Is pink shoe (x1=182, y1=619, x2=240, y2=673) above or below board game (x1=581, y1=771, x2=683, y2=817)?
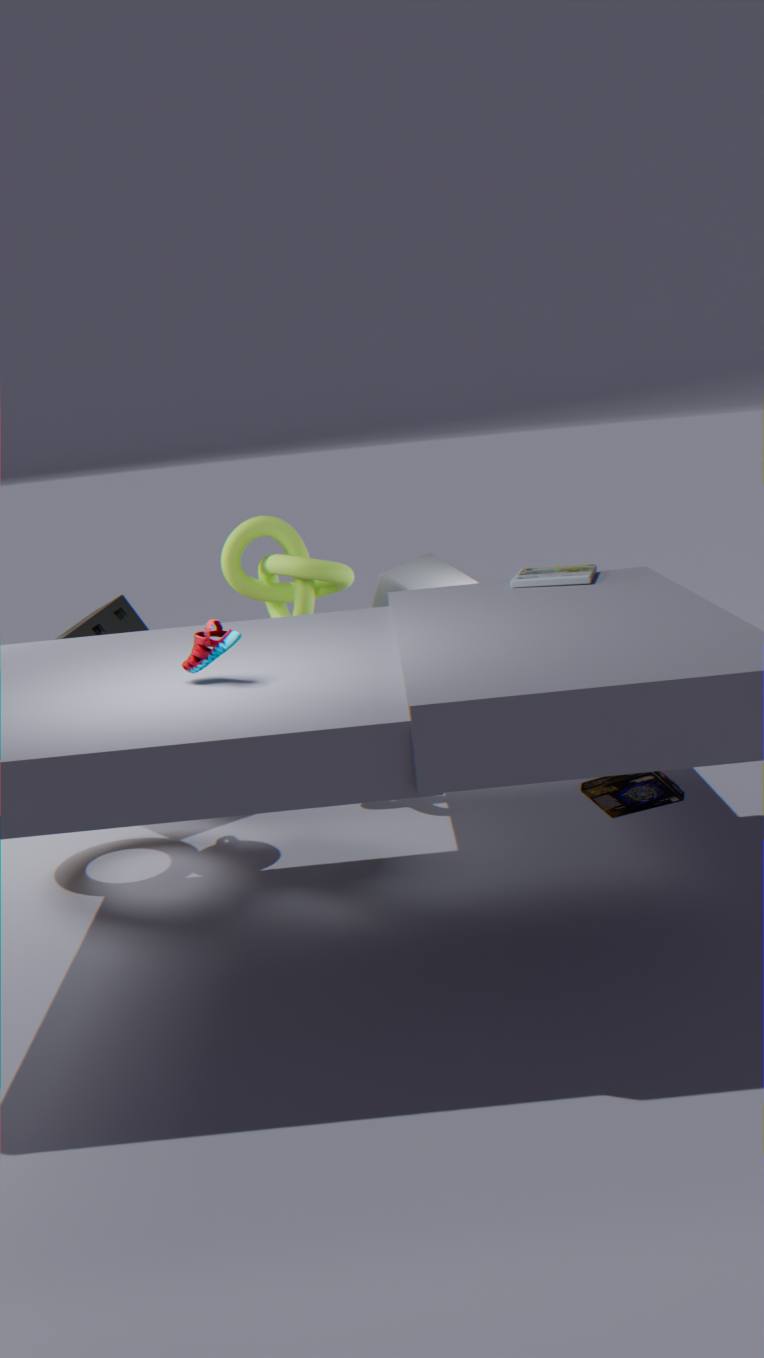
above
